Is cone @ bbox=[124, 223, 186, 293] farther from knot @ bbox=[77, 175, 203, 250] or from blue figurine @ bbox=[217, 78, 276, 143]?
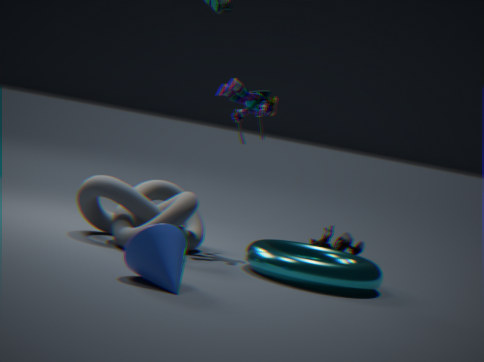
blue figurine @ bbox=[217, 78, 276, 143]
